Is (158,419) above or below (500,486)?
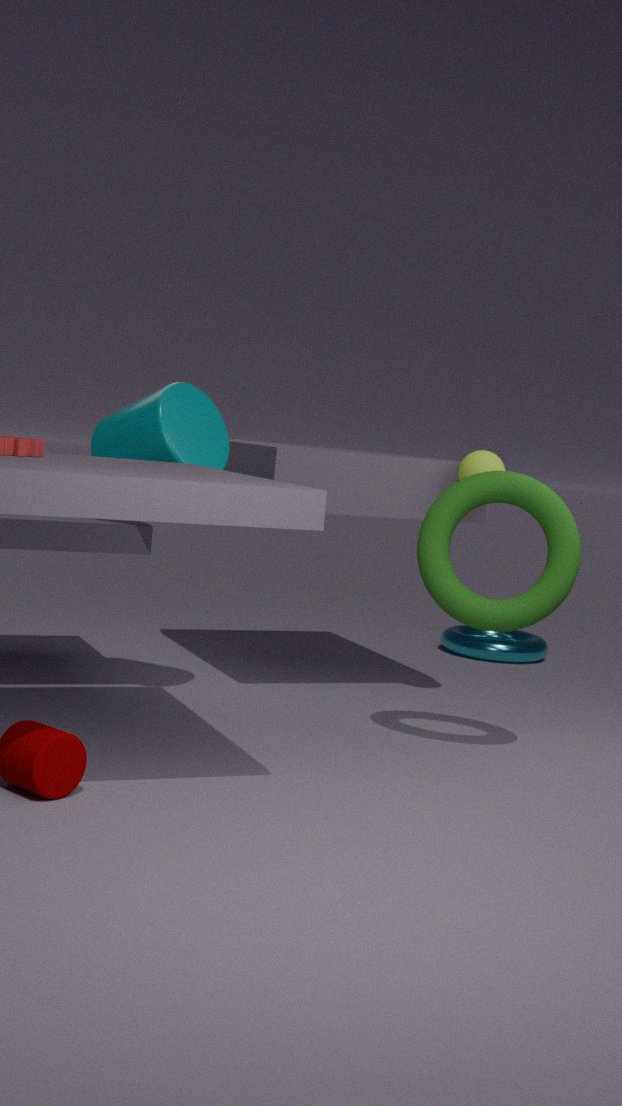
above
